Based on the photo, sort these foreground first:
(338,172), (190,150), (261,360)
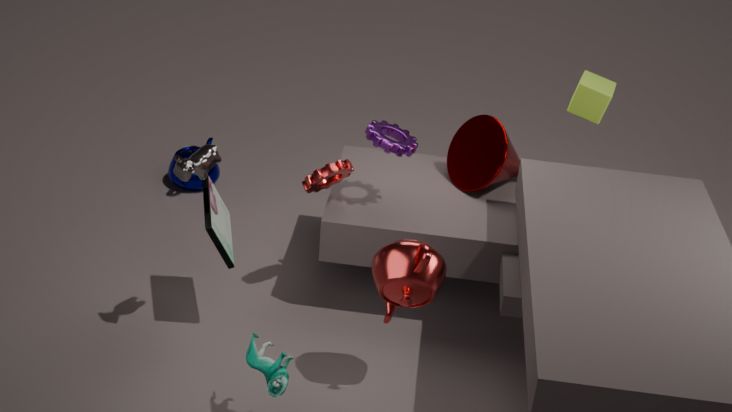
(261,360) → (338,172) → (190,150)
